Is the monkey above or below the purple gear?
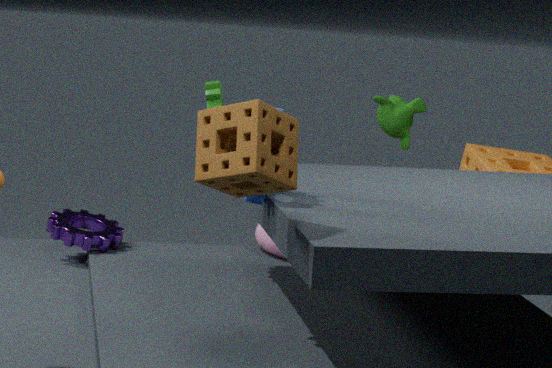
above
